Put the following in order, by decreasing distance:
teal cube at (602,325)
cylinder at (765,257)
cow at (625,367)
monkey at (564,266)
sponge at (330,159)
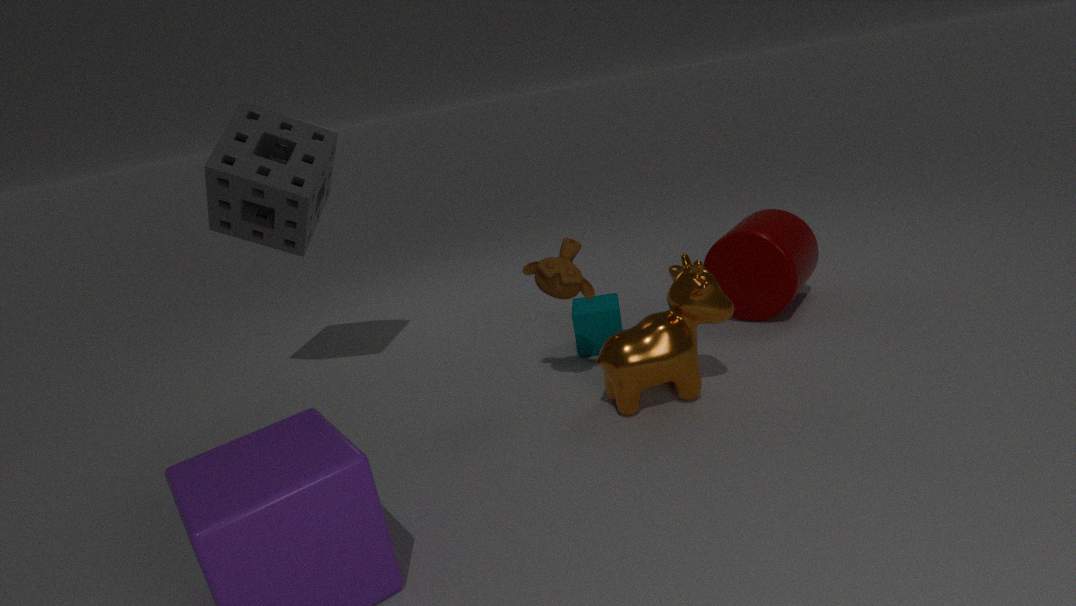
teal cube at (602,325) → cylinder at (765,257) → sponge at (330,159) → monkey at (564,266) → cow at (625,367)
